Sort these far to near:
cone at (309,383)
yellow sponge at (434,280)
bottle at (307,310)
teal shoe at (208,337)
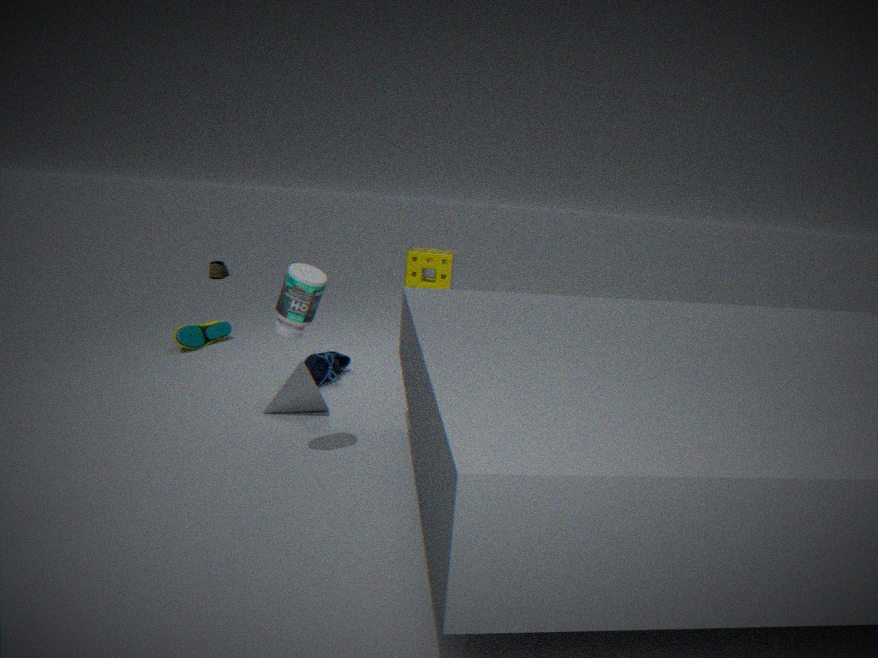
yellow sponge at (434,280) → teal shoe at (208,337) → cone at (309,383) → bottle at (307,310)
